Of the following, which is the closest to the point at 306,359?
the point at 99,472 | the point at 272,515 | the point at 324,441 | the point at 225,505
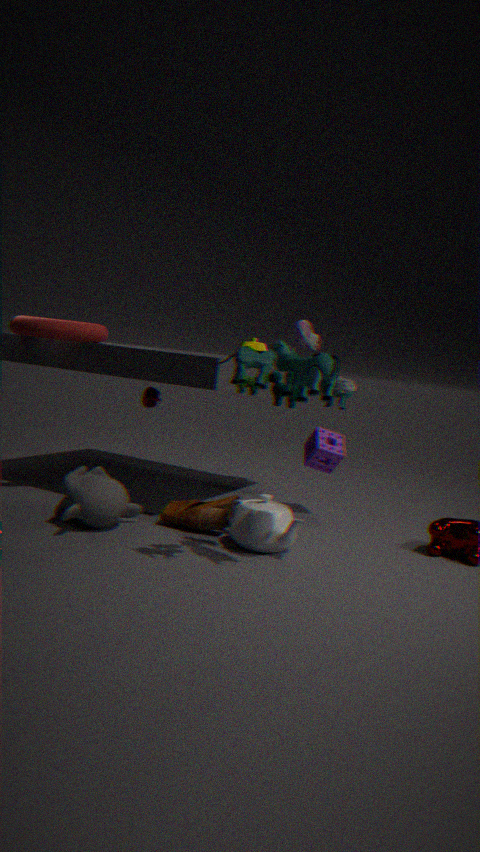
the point at 272,515
